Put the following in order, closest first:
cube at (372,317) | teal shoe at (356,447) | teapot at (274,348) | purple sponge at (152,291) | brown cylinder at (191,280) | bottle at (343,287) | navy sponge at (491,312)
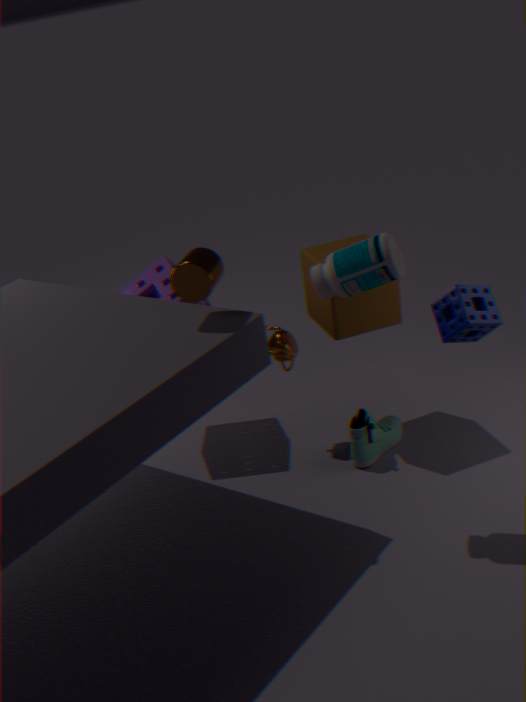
bottle at (343,287) → navy sponge at (491,312) → brown cylinder at (191,280) → cube at (372,317) → teal shoe at (356,447) → teapot at (274,348) → purple sponge at (152,291)
